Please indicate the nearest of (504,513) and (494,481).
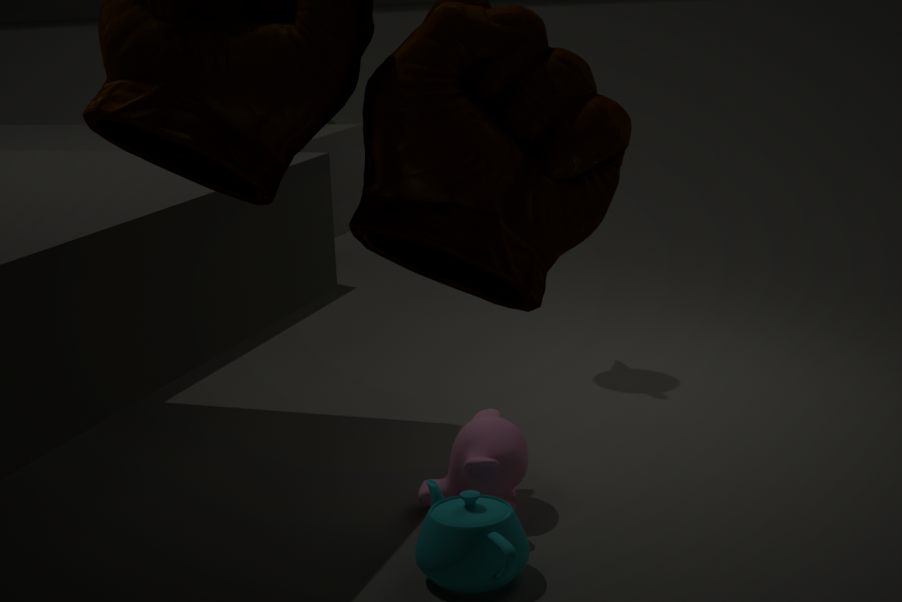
(504,513)
